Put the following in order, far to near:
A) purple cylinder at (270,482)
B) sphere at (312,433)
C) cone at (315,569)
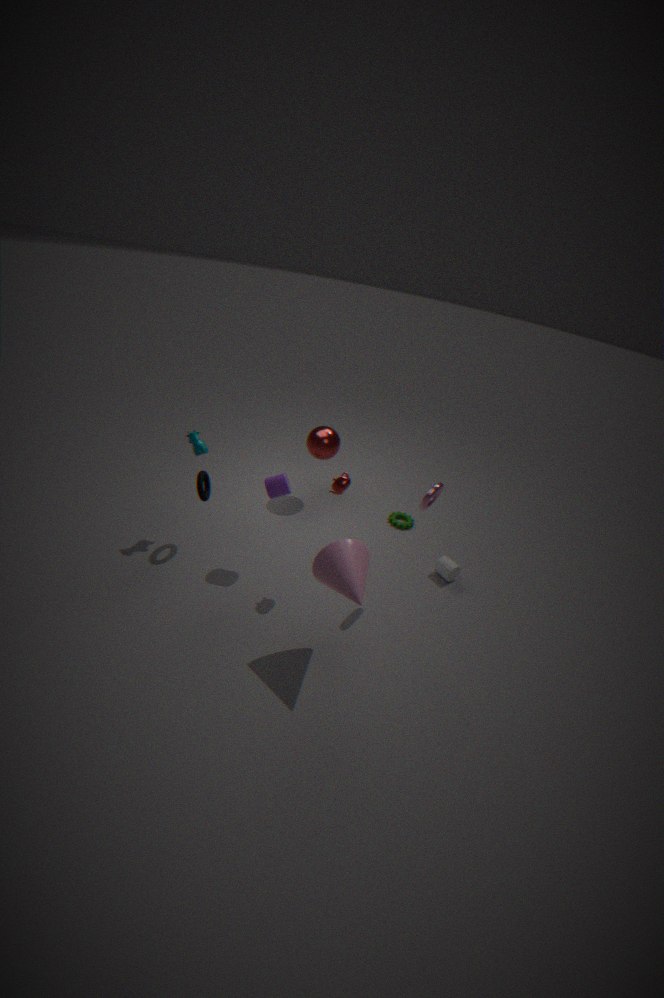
sphere at (312,433) < purple cylinder at (270,482) < cone at (315,569)
